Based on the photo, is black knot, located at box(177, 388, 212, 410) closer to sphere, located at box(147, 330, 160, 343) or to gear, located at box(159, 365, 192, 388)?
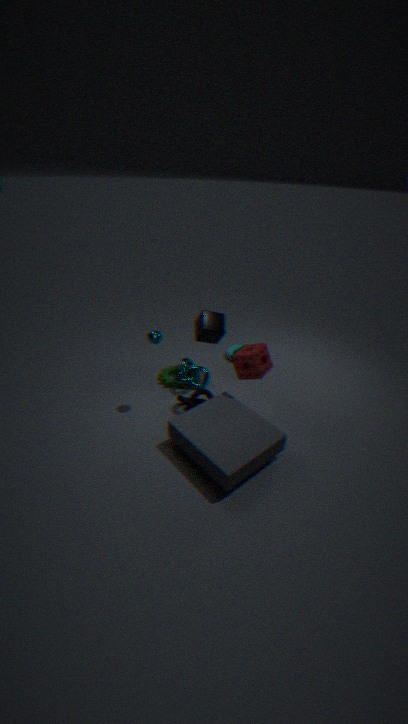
gear, located at box(159, 365, 192, 388)
